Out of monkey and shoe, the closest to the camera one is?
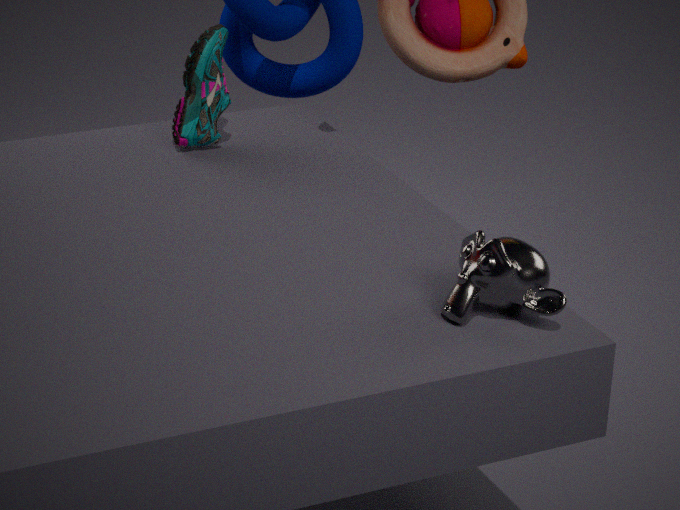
monkey
